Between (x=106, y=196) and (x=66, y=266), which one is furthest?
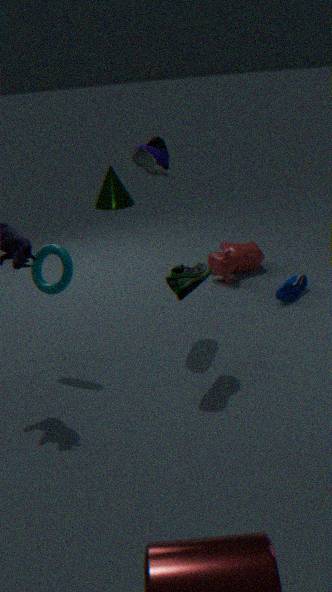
(x=106, y=196)
